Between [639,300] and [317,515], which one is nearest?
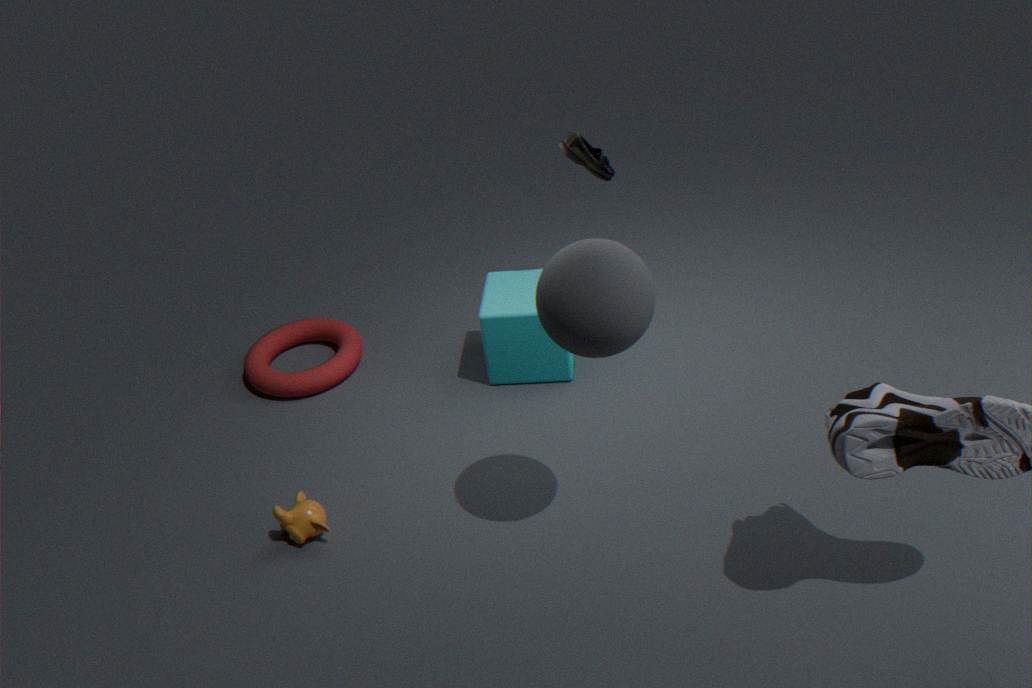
[639,300]
